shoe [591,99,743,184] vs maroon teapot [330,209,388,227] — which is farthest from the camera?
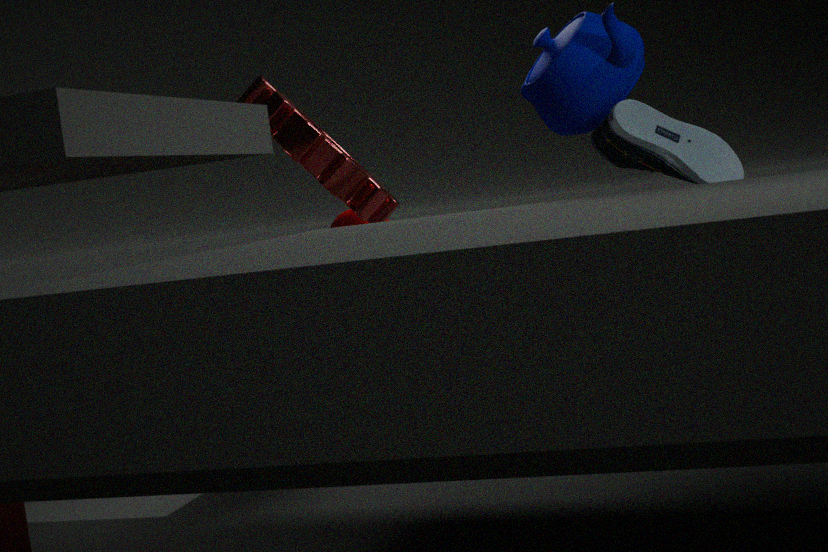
maroon teapot [330,209,388,227]
